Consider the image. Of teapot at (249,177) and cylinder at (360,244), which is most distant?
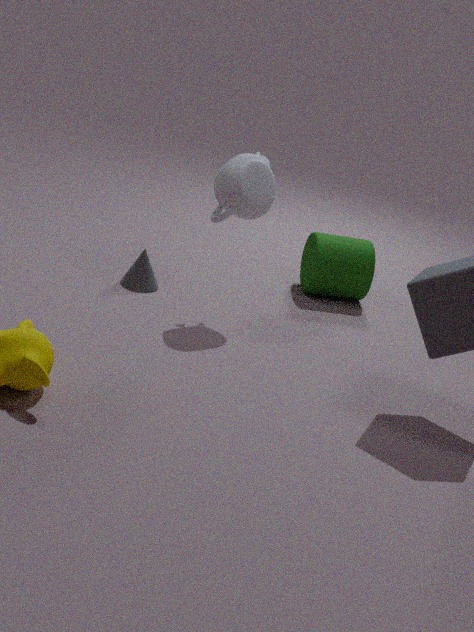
cylinder at (360,244)
